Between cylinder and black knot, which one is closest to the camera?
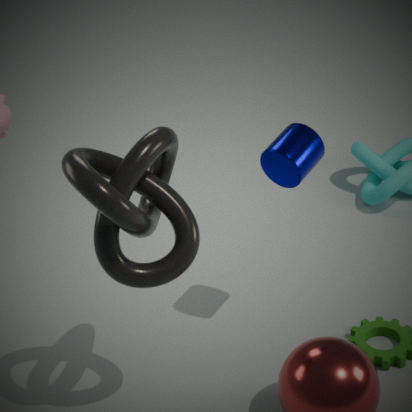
black knot
